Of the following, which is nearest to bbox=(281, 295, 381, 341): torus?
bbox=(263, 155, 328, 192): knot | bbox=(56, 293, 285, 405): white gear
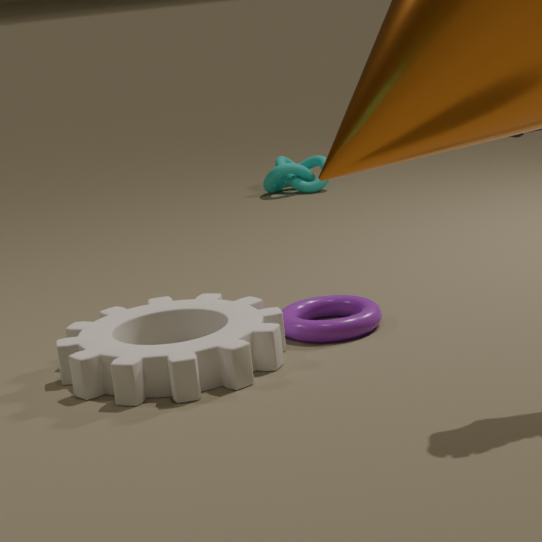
bbox=(56, 293, 285, 405): white gear
